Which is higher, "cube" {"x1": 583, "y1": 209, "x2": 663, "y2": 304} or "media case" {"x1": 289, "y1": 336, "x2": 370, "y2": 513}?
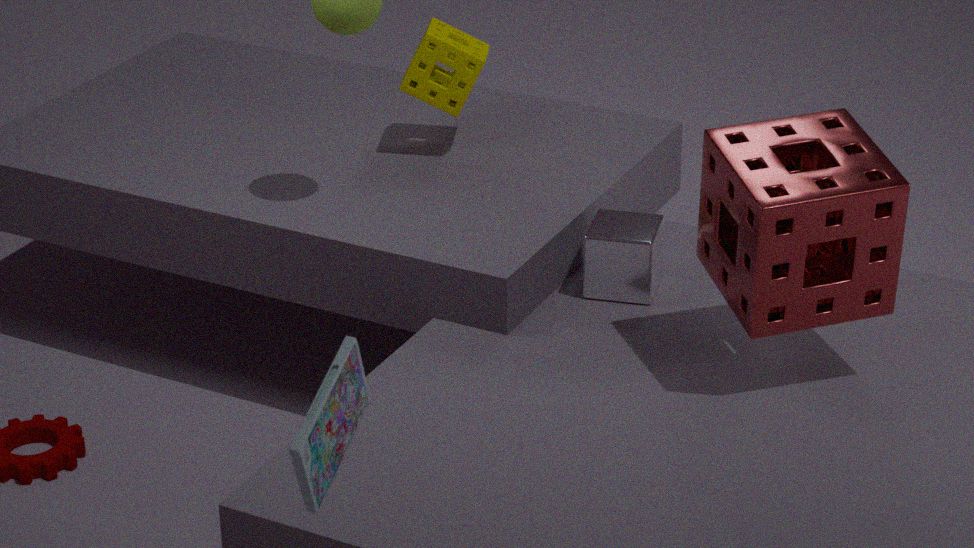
"media case" {"x1": 289, "y1": 336, "x2": 370, "y2": 513}
